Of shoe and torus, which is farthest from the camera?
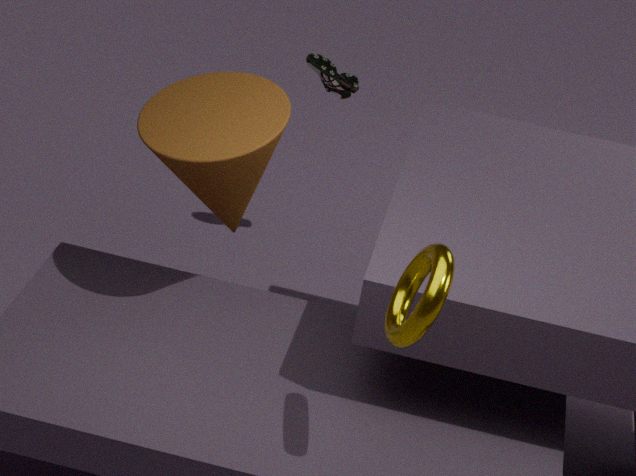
shoe
